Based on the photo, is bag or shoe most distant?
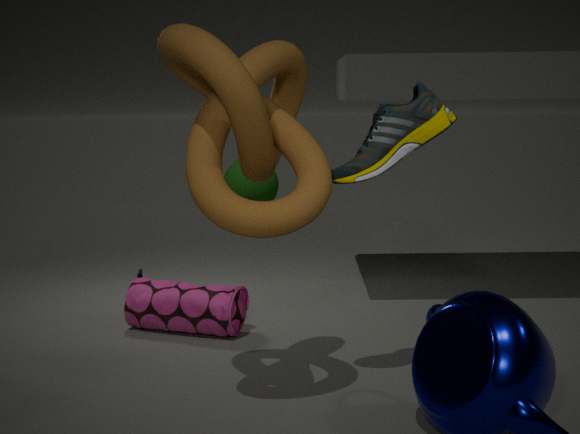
bag
